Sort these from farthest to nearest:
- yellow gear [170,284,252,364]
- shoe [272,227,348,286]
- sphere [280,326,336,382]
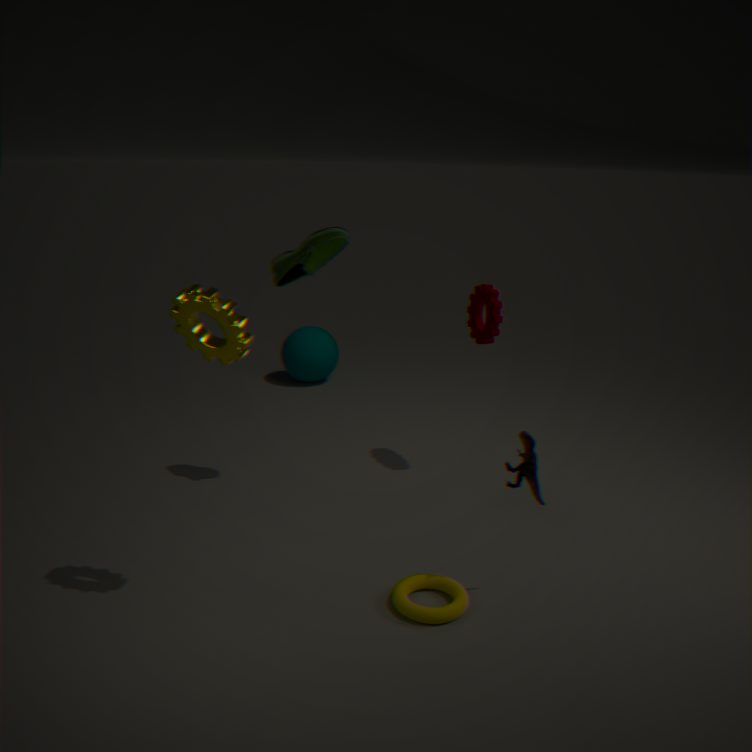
sphere [280,326,336,382] < shoe [272,227,348,286] < yellow gear [170,284,252,364]
